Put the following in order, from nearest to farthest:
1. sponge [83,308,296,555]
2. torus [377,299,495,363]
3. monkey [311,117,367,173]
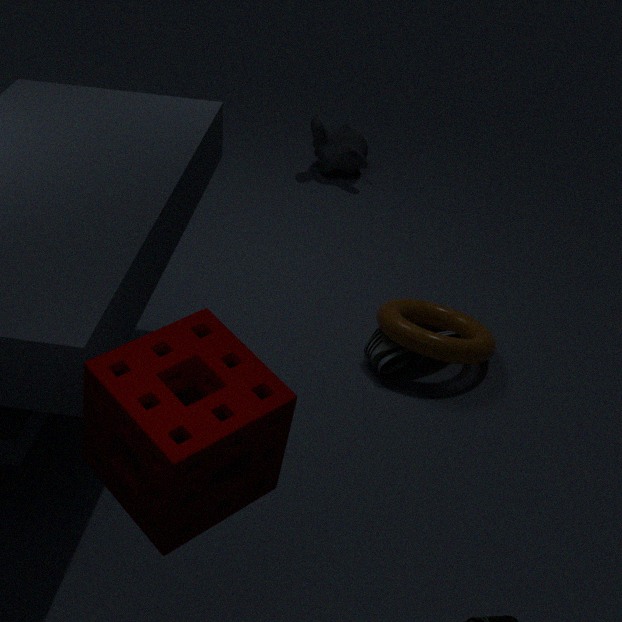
sponge [83,308,296,555] < torus [377,299,495,363] < monkey [311,117,367,173]
